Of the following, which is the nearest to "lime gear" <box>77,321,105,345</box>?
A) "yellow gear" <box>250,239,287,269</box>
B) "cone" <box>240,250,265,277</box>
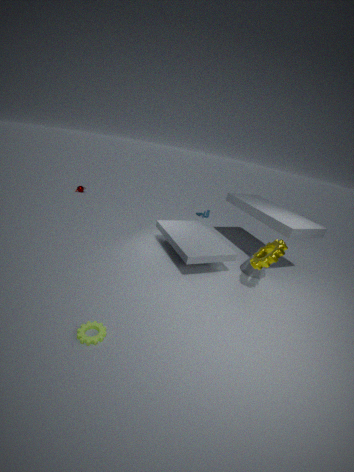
"yellow gear" <box>250,239,287,269</box>
